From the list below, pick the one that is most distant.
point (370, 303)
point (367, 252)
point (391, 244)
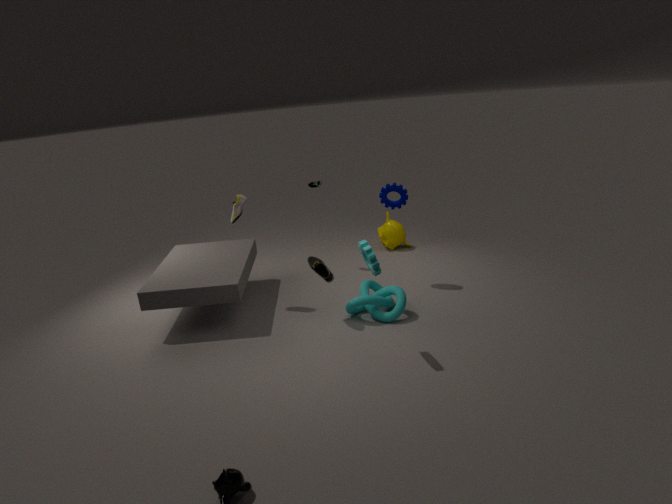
point (391, 244)
